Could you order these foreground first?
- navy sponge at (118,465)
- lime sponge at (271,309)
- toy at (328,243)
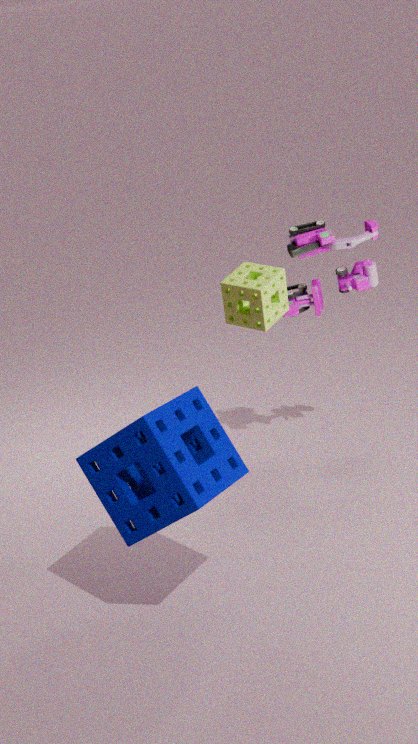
navy sponge at (118,465) → lime sponge at (271,309) → toy at (328,243)
